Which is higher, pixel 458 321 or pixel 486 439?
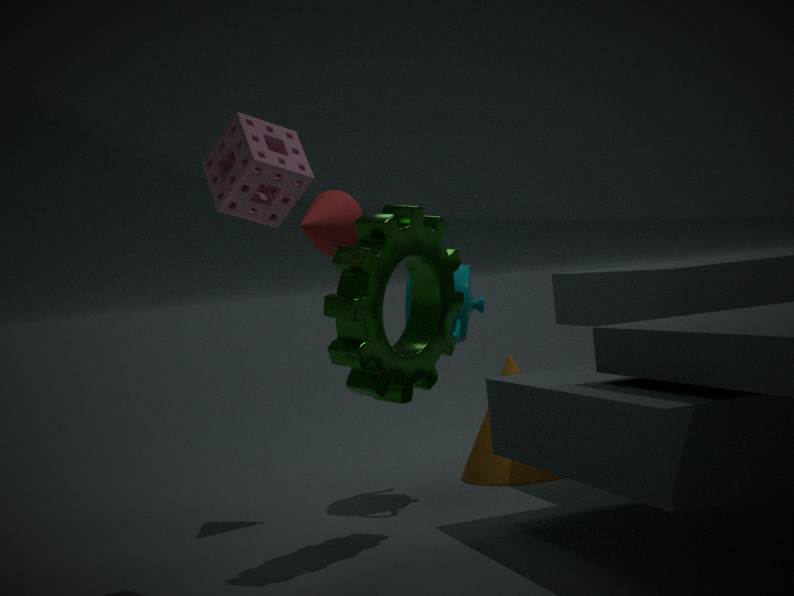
pixel 458 321
